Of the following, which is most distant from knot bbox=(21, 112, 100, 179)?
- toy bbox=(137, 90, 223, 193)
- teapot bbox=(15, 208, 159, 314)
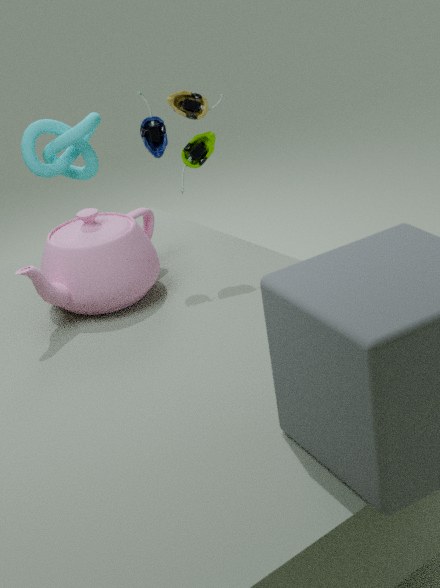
toy bbox=(137, 90, 223, 193)
